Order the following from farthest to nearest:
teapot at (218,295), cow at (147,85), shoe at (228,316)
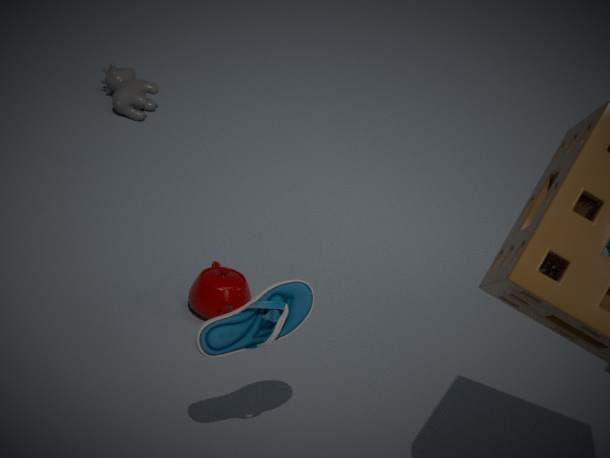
cow at (147,85)
teapot at (218,295)
shoe at (228,316)
